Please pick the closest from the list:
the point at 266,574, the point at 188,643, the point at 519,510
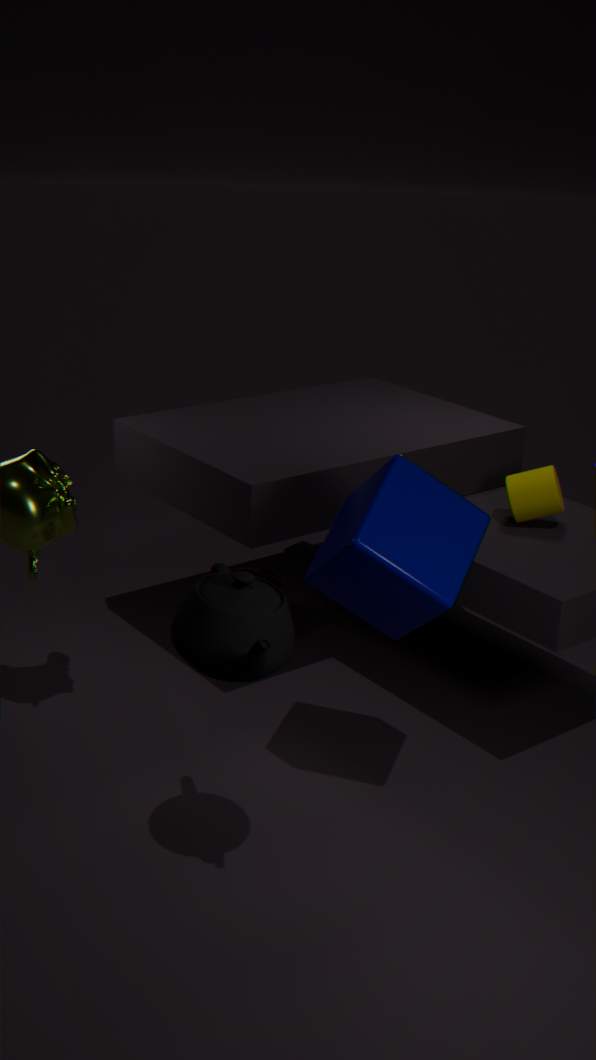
the point at 188,643
